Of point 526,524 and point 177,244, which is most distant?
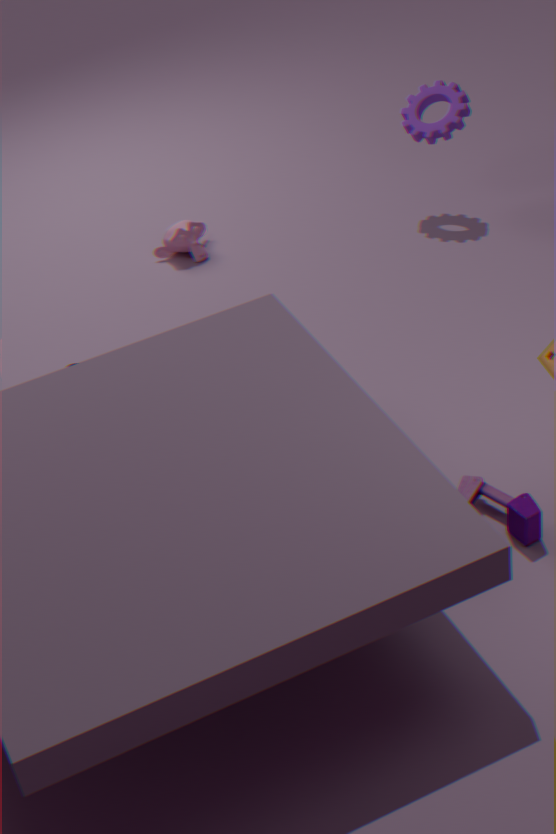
point 177,244
